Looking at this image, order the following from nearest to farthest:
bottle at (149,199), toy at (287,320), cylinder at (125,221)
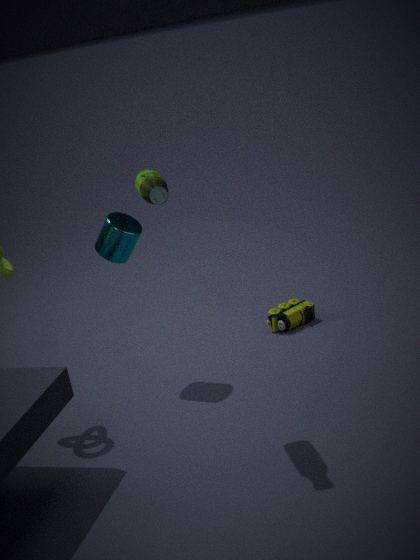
bottle at (149,199) → cylinder at (125,221) → toy at (287,320)
